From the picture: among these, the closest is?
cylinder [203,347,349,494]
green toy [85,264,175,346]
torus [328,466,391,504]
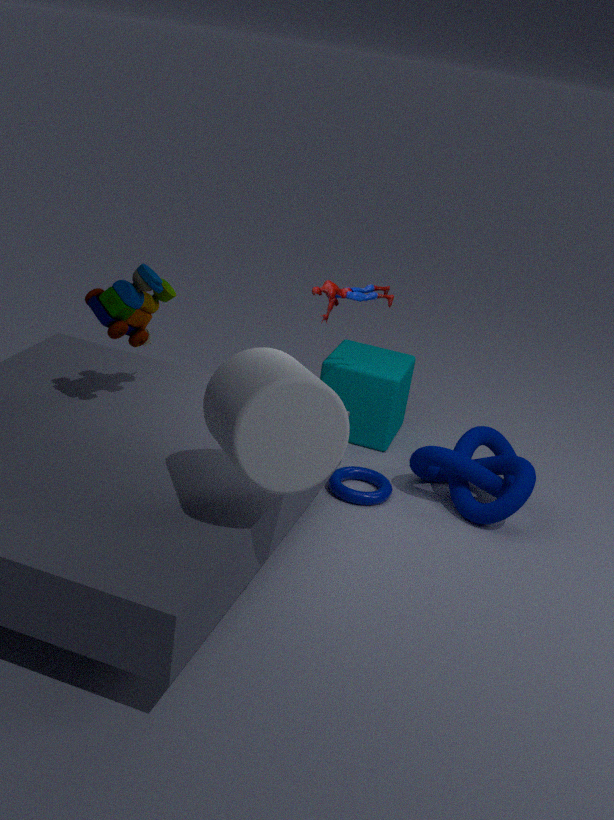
cylinder [203,347,349,494]
